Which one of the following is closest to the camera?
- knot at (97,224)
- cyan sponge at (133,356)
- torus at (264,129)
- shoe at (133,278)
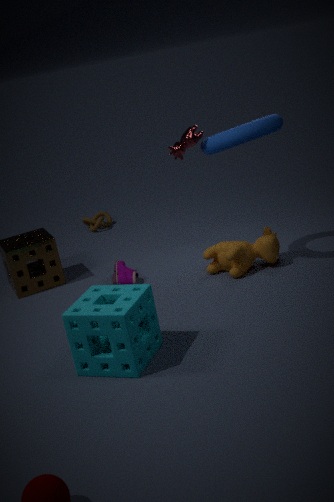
cyan sponge at (133,356)
